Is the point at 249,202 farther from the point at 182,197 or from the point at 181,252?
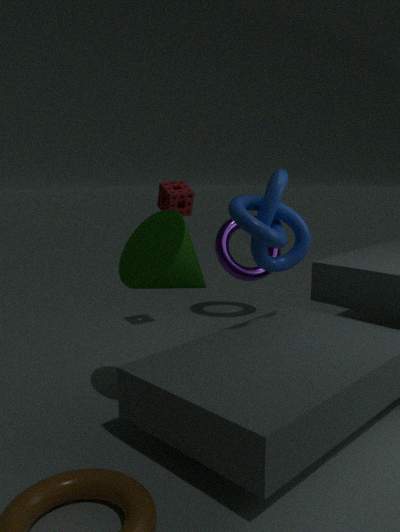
the point at 182,197
